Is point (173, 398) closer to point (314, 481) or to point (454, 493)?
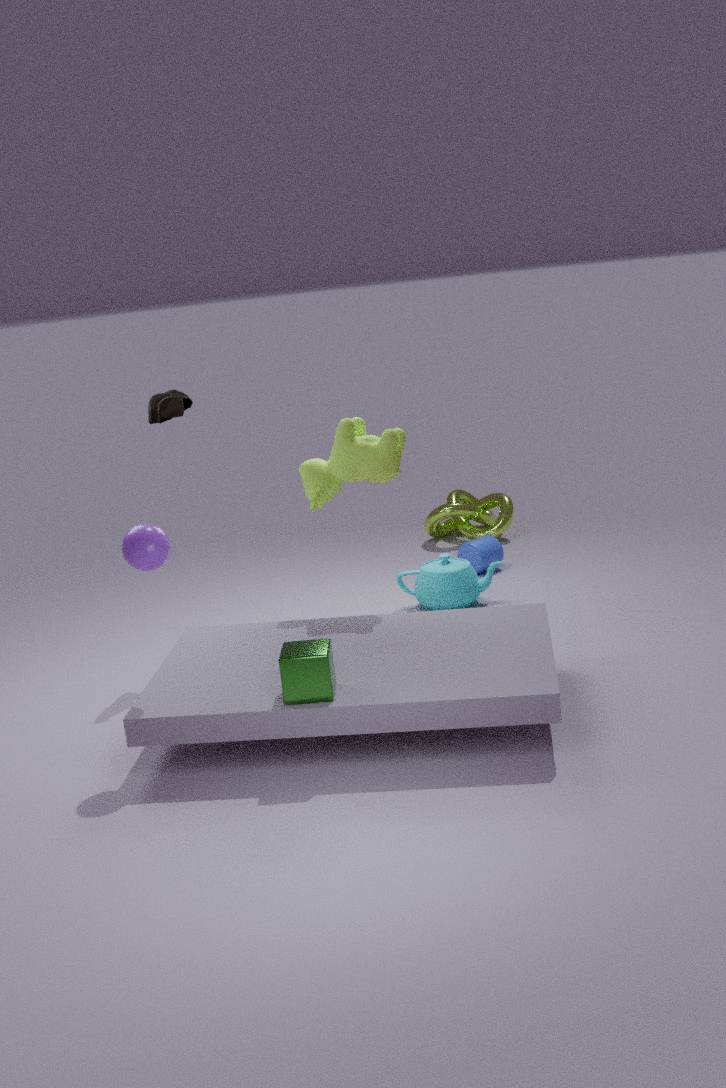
point (314, 481)
